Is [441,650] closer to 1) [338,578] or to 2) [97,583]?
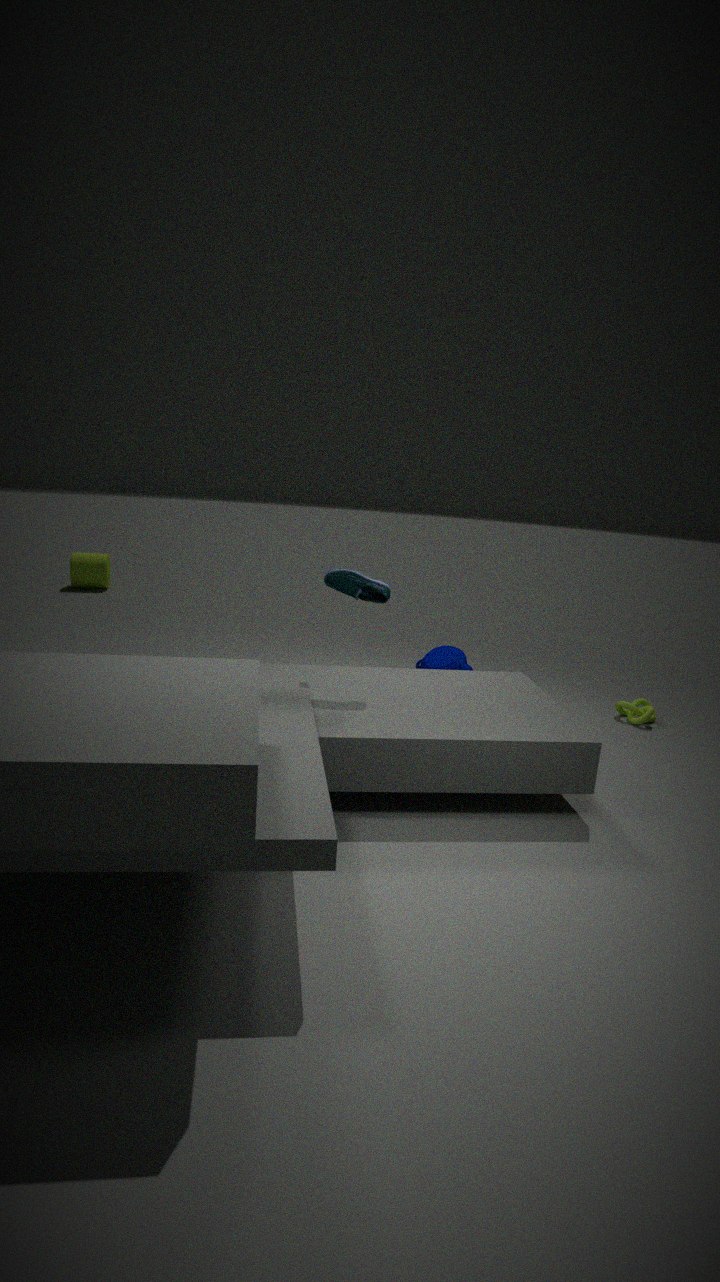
1) [338,578]
